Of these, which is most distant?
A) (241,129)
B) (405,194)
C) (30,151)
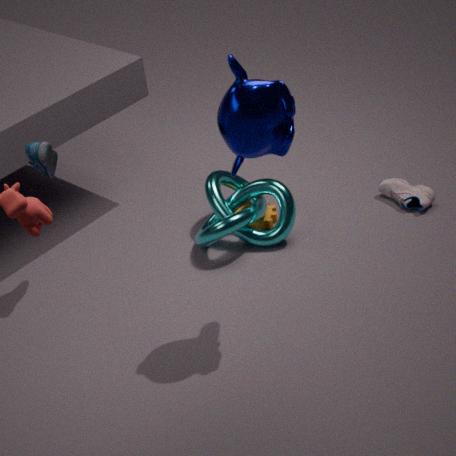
(405,194)
